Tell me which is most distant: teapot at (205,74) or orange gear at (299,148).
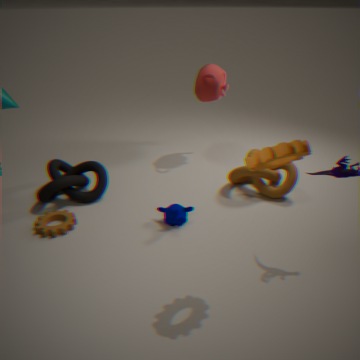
teapot at (205,74)
